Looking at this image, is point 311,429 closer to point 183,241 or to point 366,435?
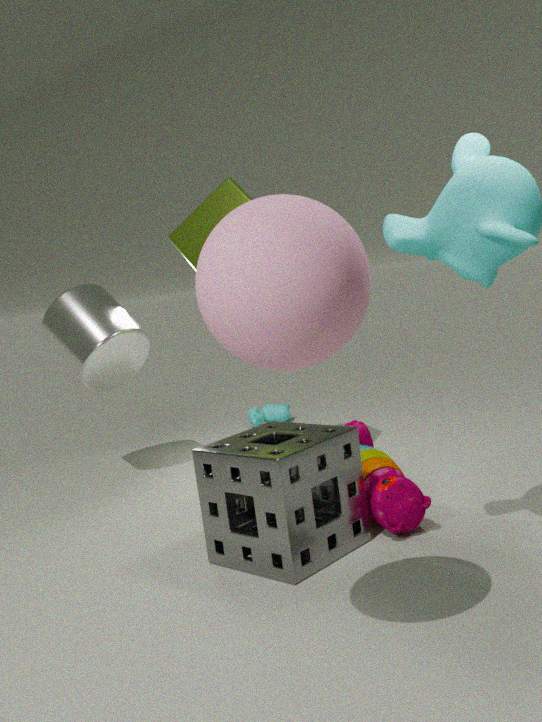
point 366,435
